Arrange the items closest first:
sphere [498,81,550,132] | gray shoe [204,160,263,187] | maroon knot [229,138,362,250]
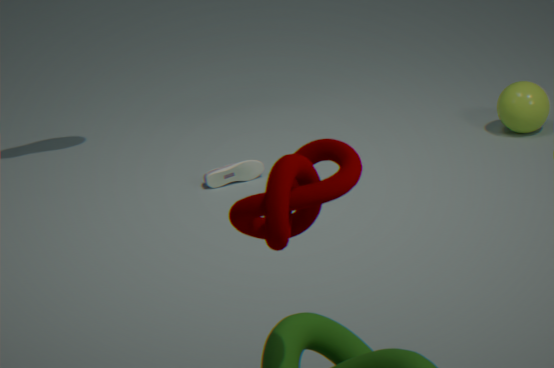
maroon knot [229,138,362,250] → gray shoe [204,160,263,187] → sphere [498,81,550,132]
